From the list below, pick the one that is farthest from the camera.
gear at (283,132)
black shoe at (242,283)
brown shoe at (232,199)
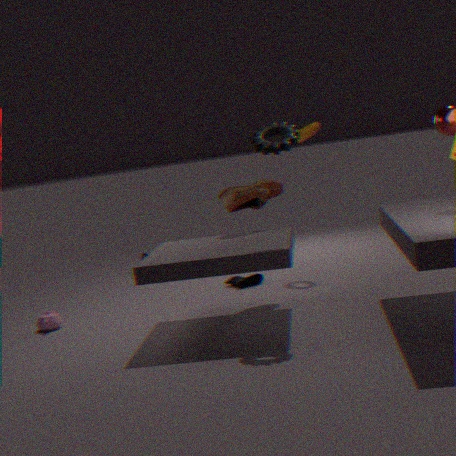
black shoe at (242,283)
